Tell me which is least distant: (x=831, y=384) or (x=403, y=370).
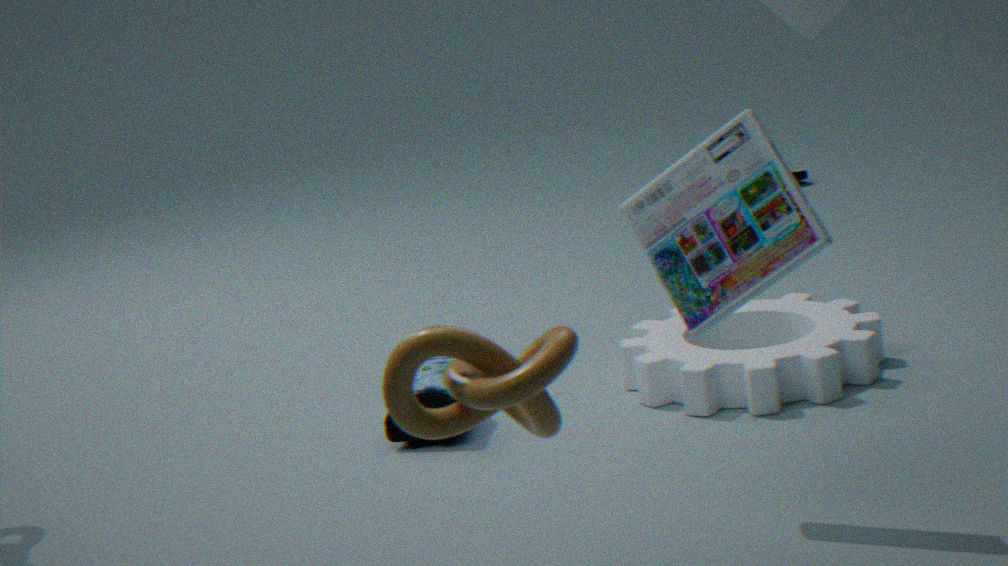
(x=403, y=370)
